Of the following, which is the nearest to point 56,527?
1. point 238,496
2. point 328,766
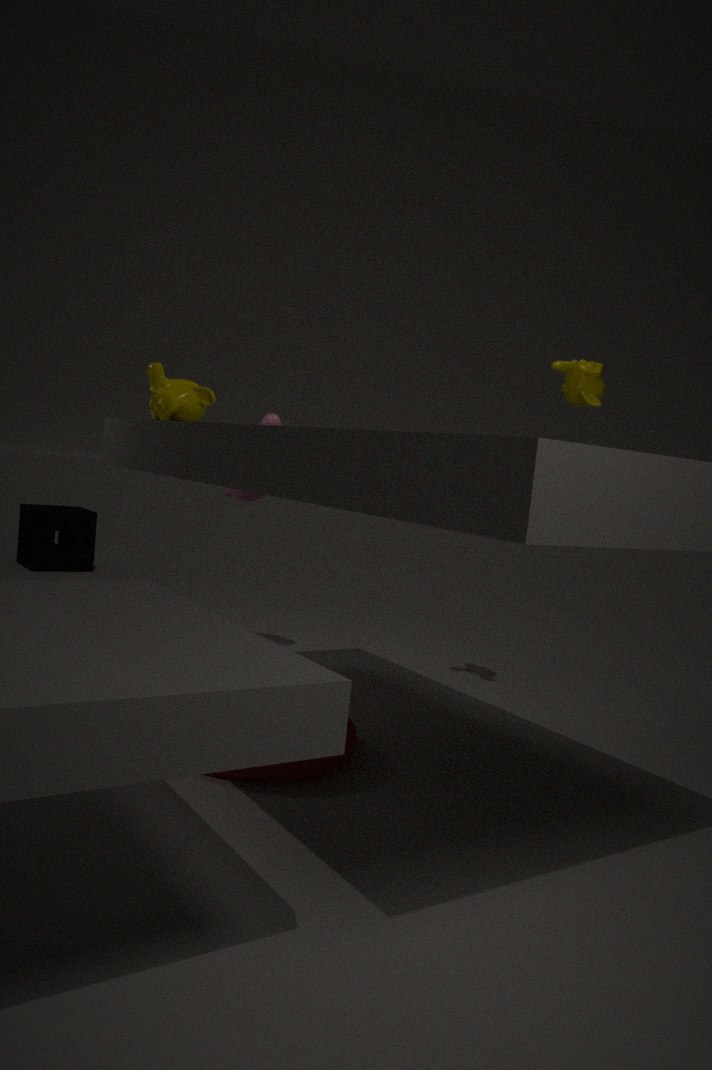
point 238,496
